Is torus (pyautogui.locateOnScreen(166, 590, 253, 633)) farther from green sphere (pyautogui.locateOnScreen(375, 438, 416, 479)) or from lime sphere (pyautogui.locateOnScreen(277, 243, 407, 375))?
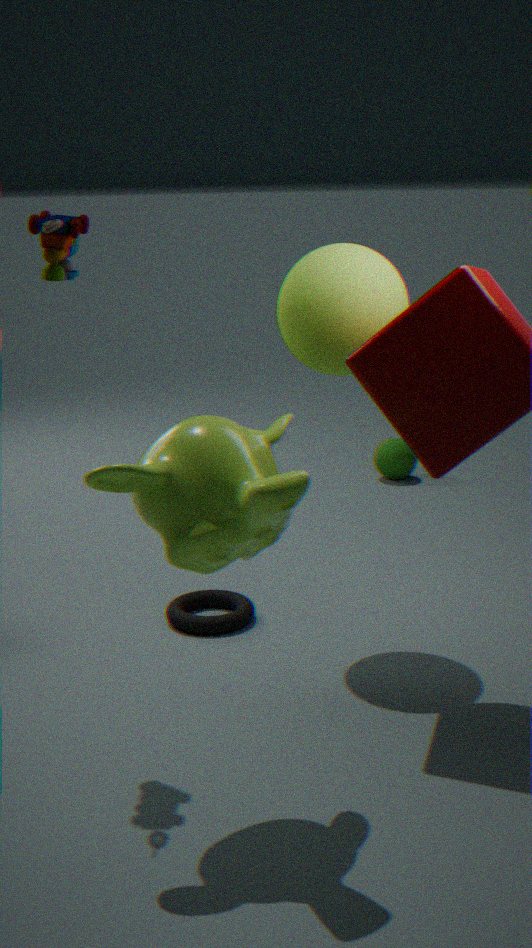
green sphere (pyautogui.locateOnScreen(375, 438, 416, 479))
